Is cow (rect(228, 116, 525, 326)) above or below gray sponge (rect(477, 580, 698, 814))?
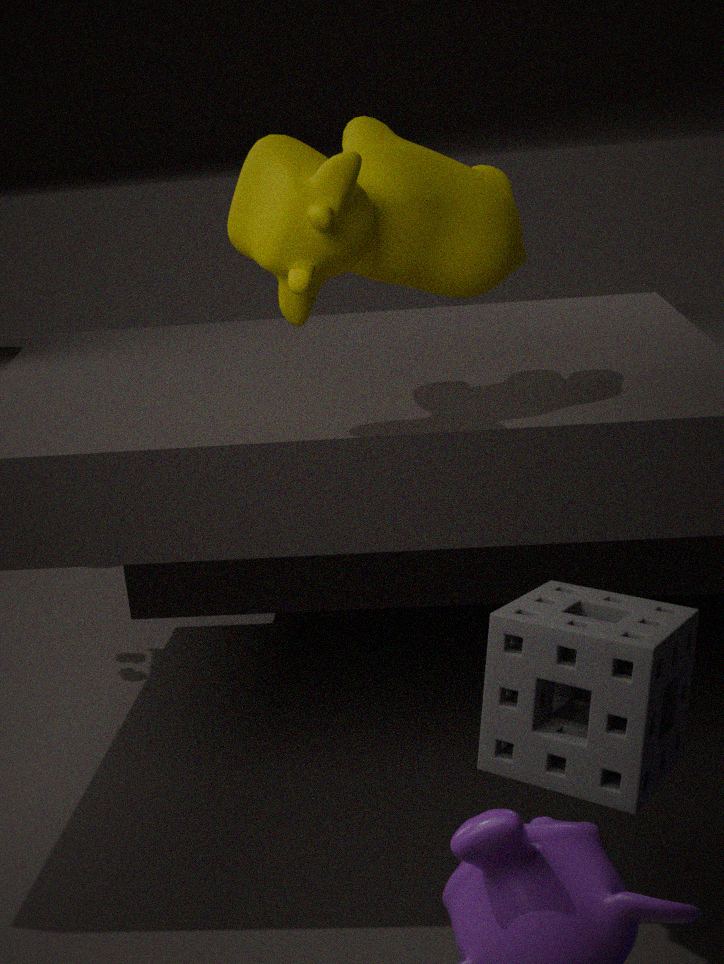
above
